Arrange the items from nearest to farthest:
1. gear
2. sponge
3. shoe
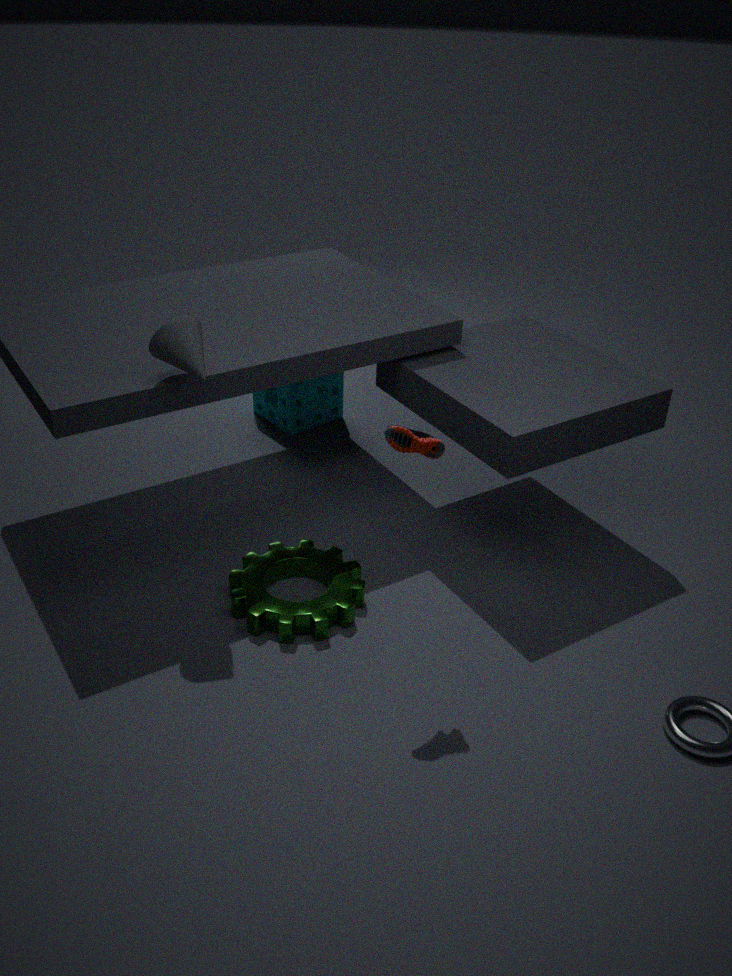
1. shoe
2. gear
3. sponge
